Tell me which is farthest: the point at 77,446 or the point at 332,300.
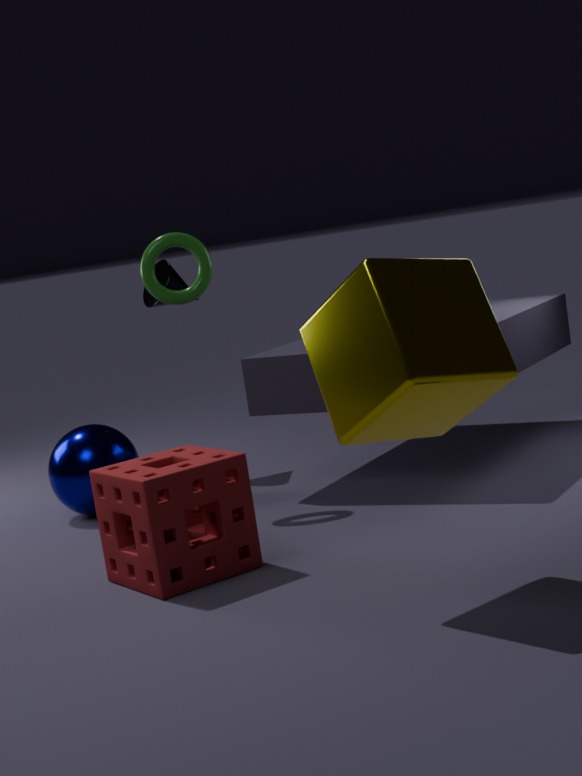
the point at 77,446
